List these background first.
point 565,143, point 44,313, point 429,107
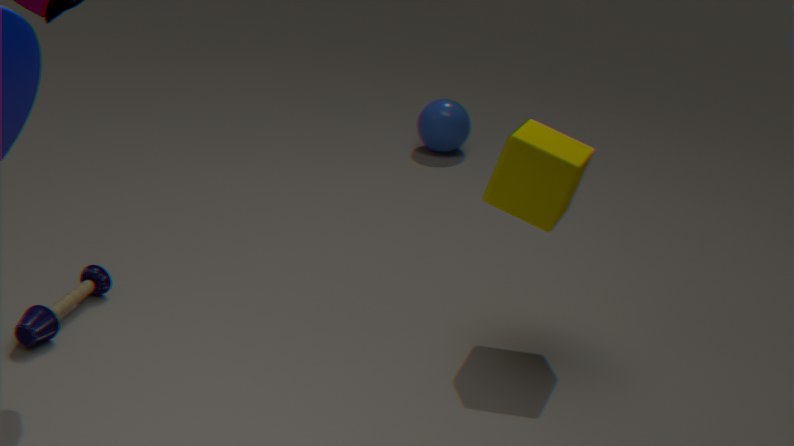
point 429,107 < point 565,143 < point 44,313
